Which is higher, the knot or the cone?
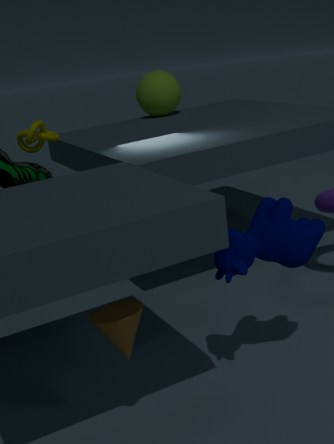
the knot
